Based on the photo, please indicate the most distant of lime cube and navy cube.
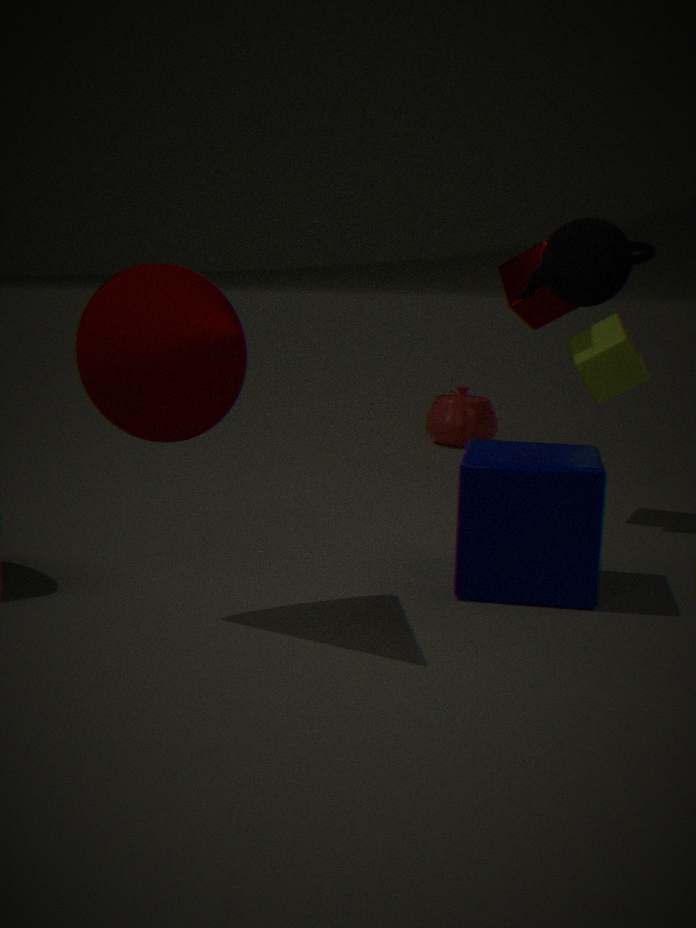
lime cube
